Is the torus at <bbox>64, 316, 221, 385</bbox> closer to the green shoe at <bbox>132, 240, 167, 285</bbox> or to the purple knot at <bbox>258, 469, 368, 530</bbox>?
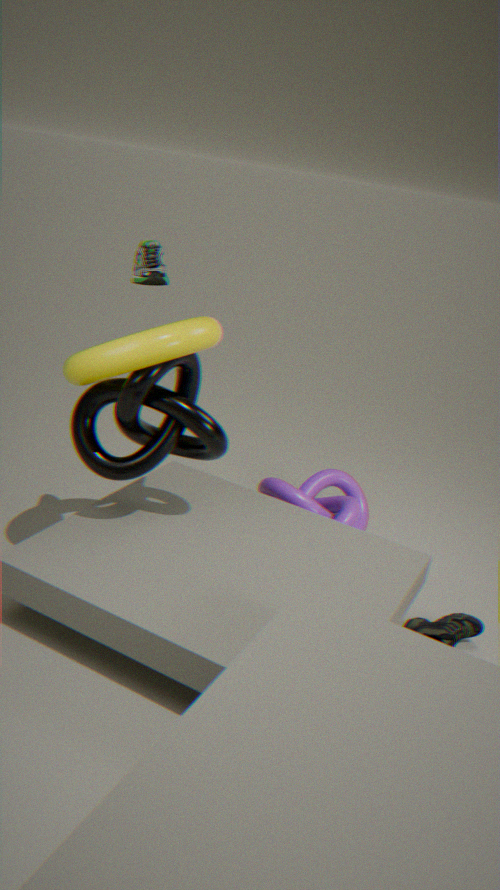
the green shoe at <bbox>132, 240, 167, 285</bbox>
